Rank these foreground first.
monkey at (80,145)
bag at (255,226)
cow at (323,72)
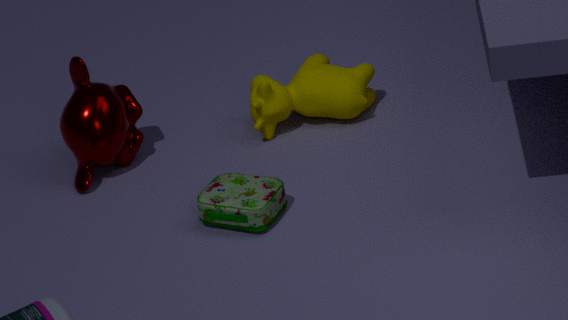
bag at (255,226) < monkey at (80,145) < cow at (323,72)
